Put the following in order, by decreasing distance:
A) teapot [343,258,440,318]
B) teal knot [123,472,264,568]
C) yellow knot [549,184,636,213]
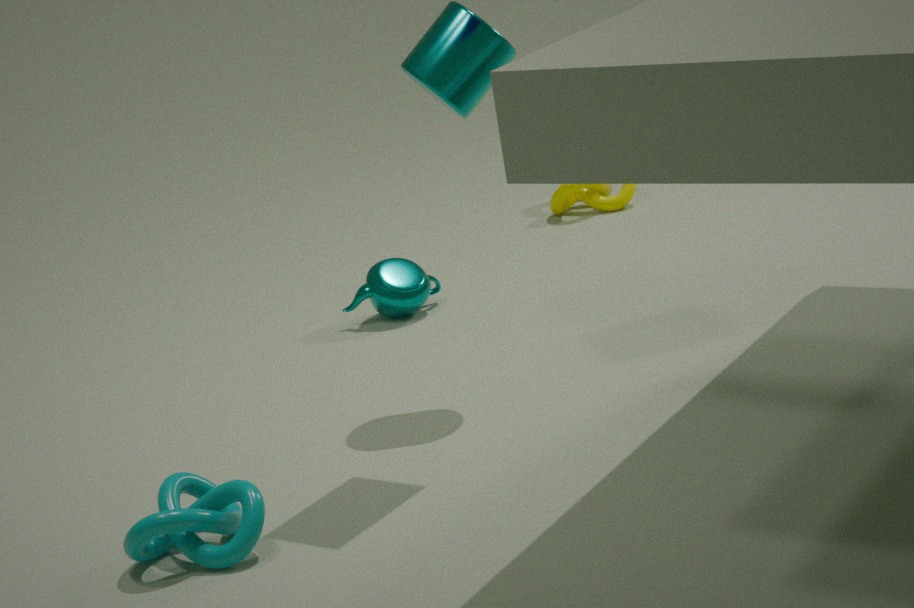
yellow knot [549,184,636,213] → teapot [343,258,440,318] → teal knot [123,472,264,568]
